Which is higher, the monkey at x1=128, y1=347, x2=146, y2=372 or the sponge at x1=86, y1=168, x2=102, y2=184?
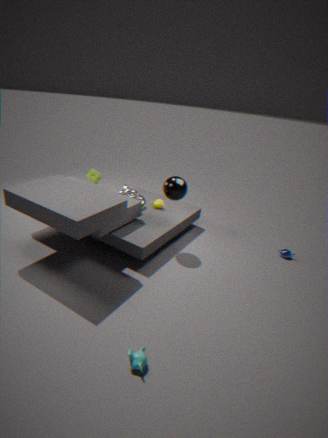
the sponge at x1=86, y1=168, x2=102, y2=184
